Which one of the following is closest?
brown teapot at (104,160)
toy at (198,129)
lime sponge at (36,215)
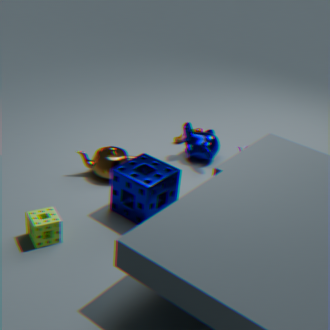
lime sponge at (36,215)
